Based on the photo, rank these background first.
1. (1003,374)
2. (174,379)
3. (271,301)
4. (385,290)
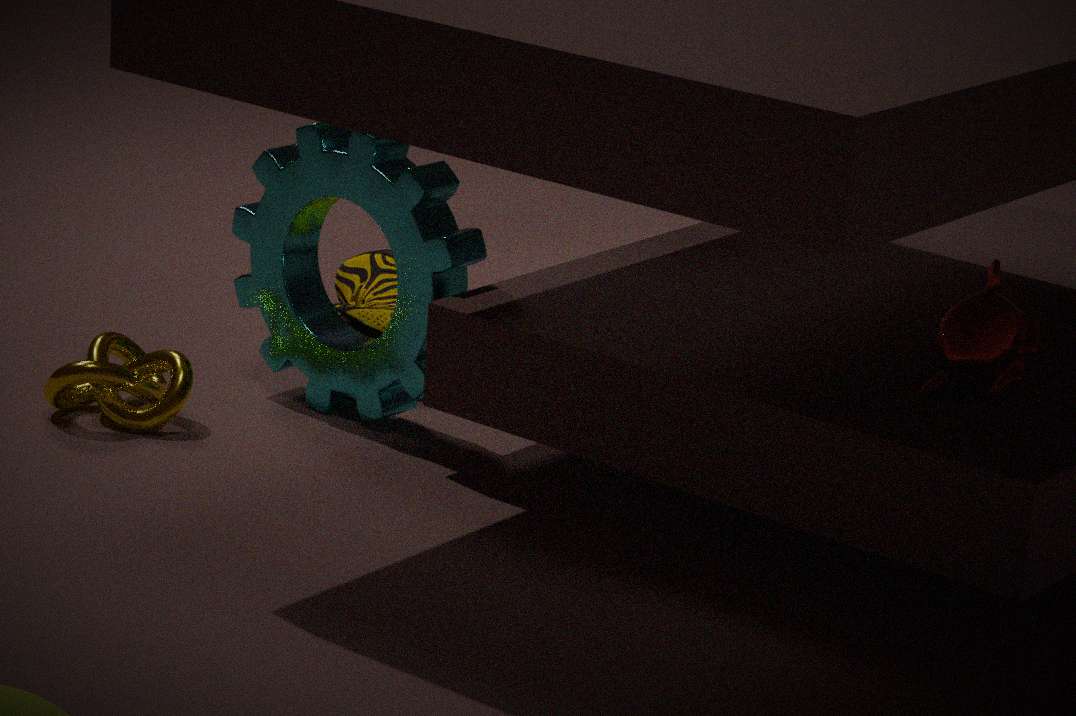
(385,290)
(271,301)
(174,379)
(1003,374)
